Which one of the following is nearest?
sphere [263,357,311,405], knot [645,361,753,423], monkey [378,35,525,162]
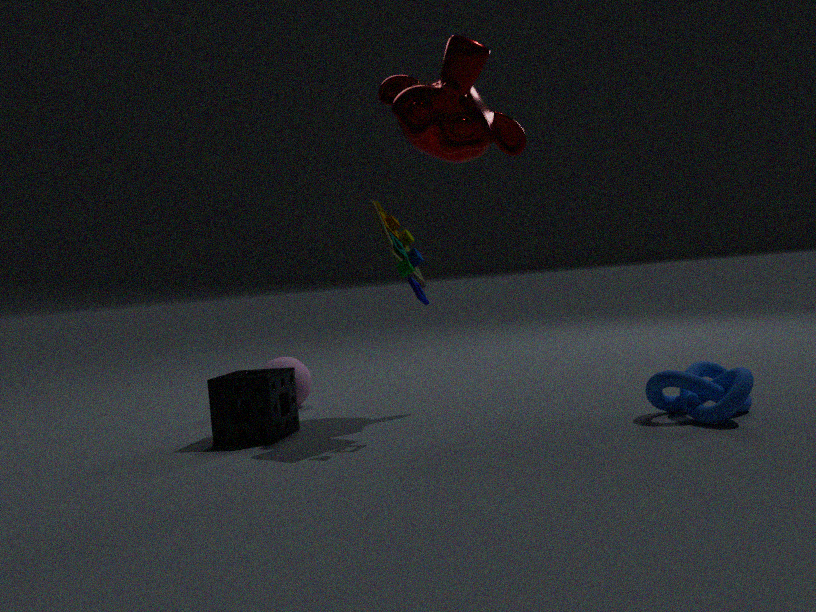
knot [645,361,753,423]
